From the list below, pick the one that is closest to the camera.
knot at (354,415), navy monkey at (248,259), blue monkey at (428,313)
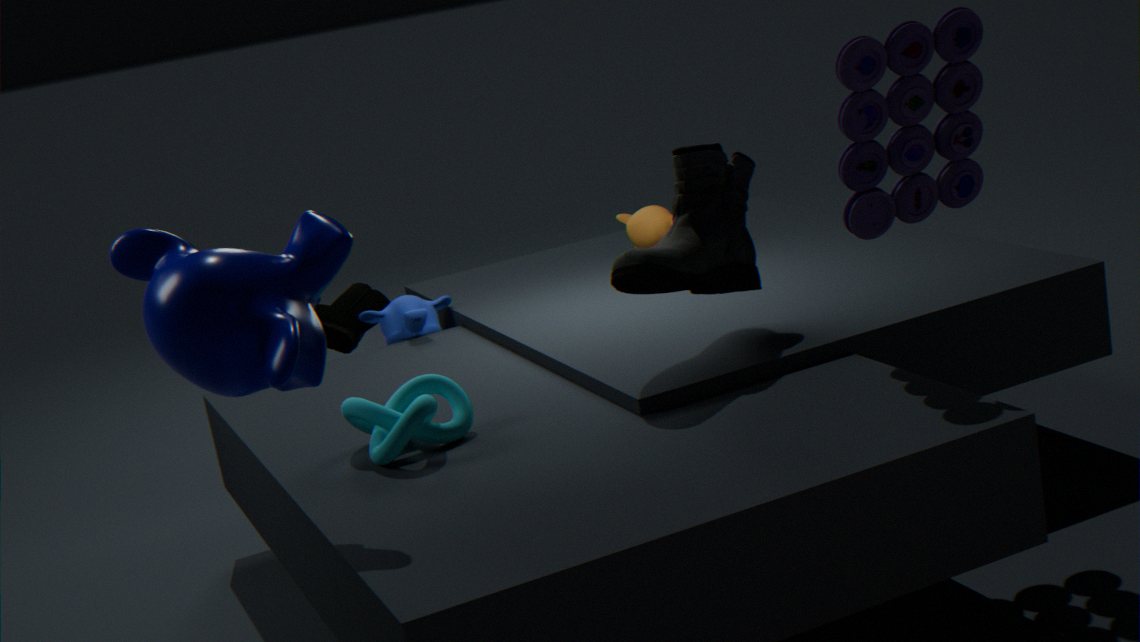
navy monkey at (248,259)
